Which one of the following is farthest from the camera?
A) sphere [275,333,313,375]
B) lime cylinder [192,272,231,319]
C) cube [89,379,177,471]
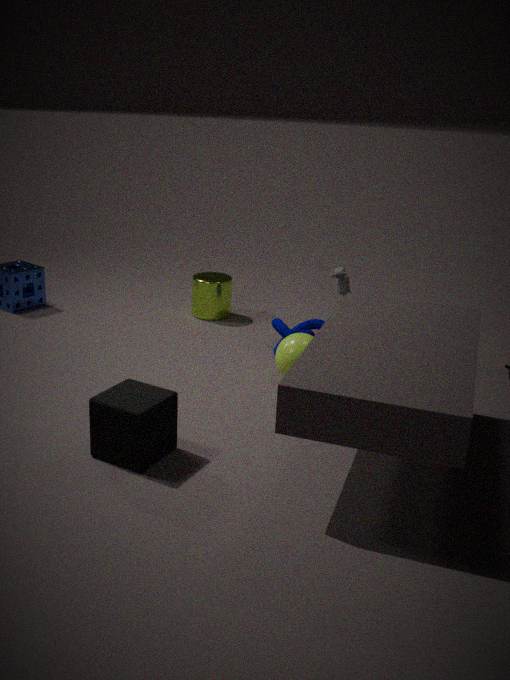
lime cylinder [192,272,231,319]
